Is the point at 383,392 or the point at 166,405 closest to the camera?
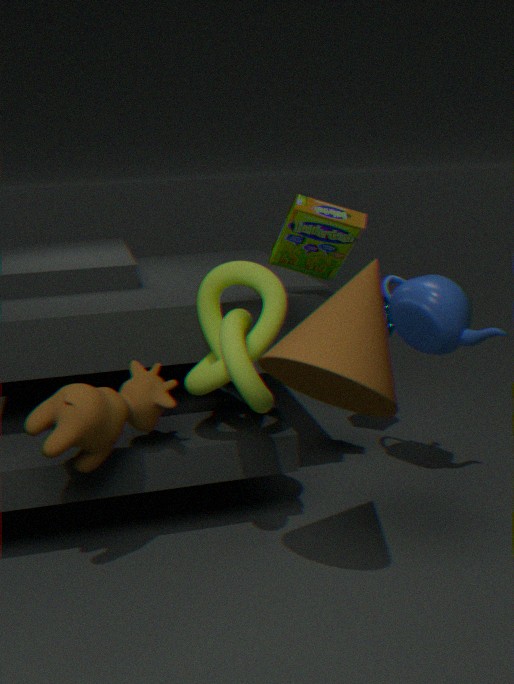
the point at 383,392
